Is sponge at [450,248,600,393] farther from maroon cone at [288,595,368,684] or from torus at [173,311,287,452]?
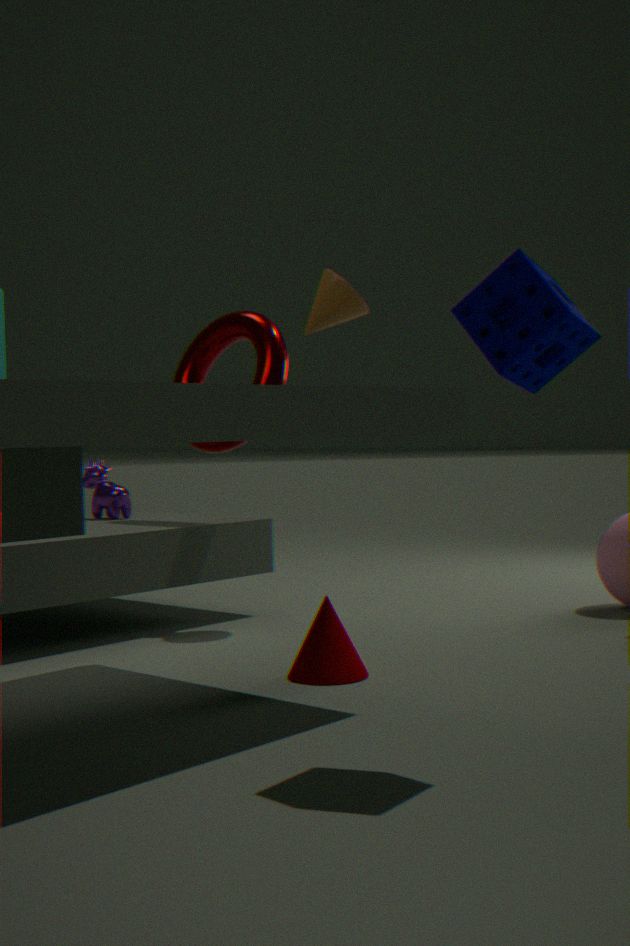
torus at [173,311,287,452]
